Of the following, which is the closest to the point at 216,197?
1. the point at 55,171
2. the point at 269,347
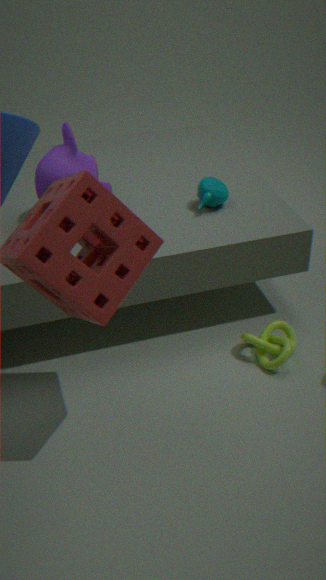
the point at 55,171
